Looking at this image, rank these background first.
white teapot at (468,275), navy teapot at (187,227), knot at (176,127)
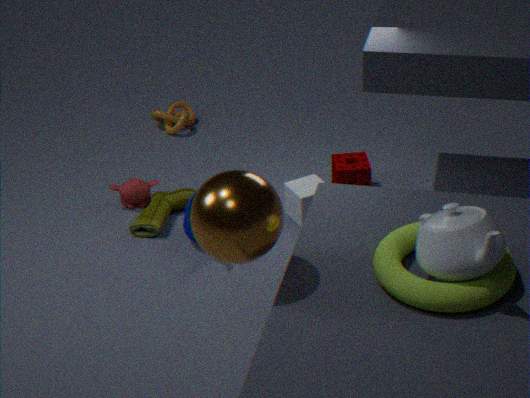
knot at (176,127)
navy teapot at (187,227)
white teapot at (468,275)
